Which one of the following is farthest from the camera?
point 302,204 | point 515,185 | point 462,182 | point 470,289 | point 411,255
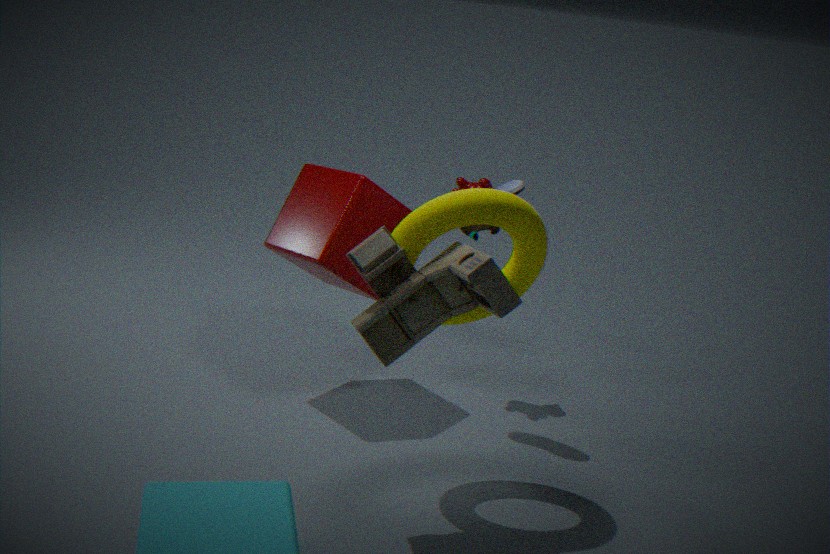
point 462,182
